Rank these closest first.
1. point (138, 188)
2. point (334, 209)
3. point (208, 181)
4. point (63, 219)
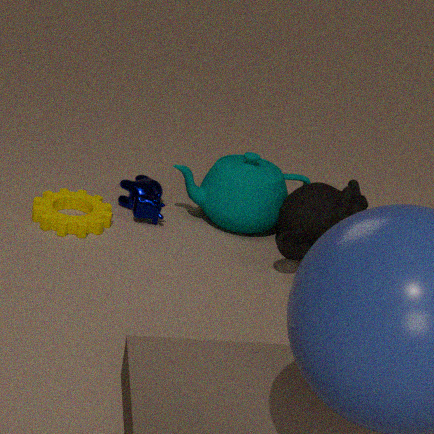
point (334, 209) < point (63, 219) < point (138, 188) < point (208, 181)
